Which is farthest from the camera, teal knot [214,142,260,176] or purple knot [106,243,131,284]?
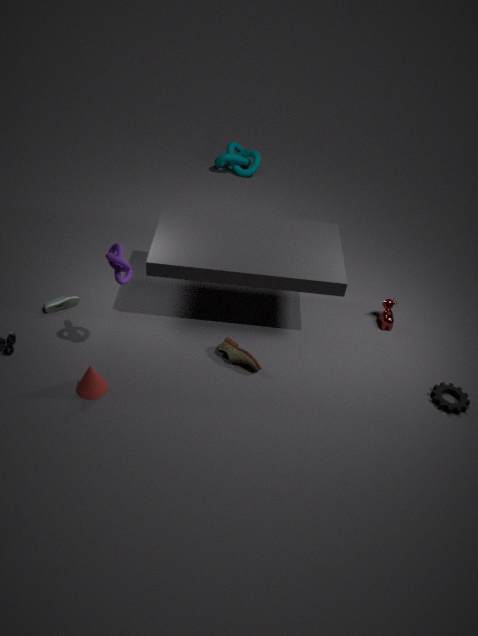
teal knot [214,142,260,176]
